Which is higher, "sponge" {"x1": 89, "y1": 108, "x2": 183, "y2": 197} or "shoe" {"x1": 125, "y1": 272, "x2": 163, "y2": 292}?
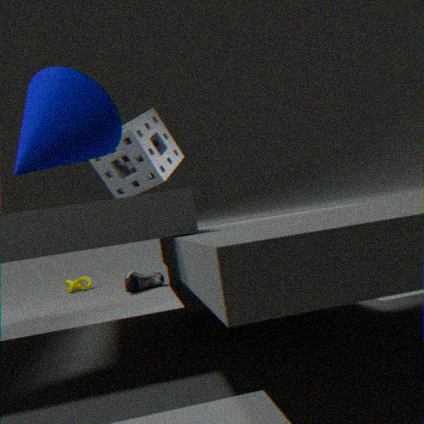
"sponge" {"x1": 89, "y1": 108, "x2": 183, "y2": 197}
